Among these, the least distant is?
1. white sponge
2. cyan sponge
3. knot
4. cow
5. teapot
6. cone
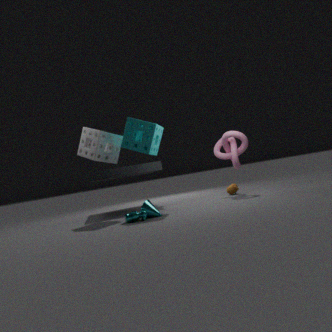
cow
